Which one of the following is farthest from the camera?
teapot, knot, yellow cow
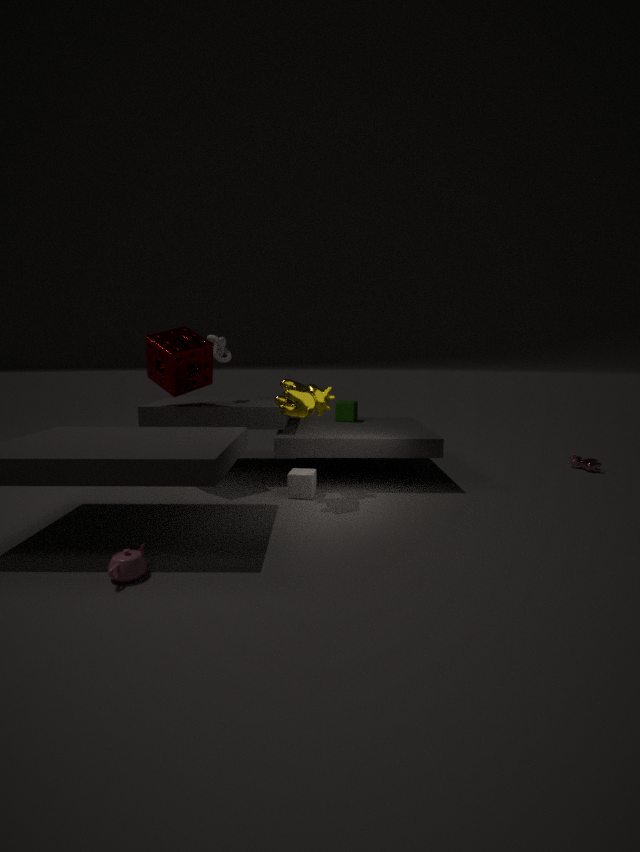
knot
